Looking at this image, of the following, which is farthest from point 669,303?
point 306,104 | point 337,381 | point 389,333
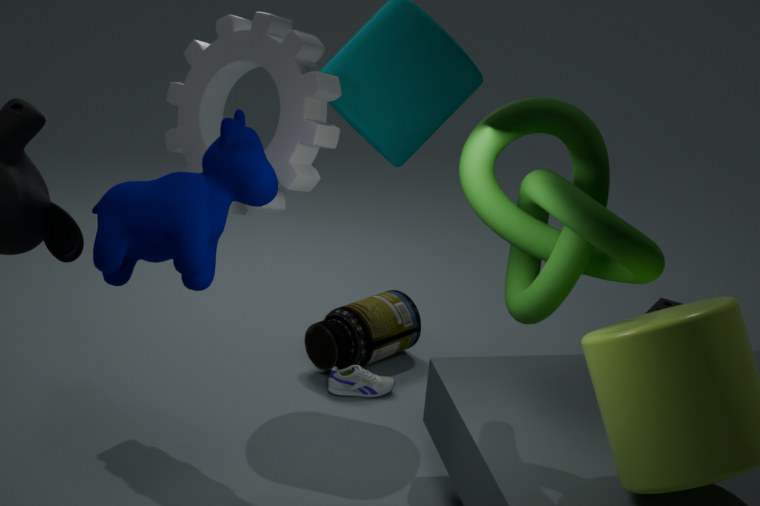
point 306,104
